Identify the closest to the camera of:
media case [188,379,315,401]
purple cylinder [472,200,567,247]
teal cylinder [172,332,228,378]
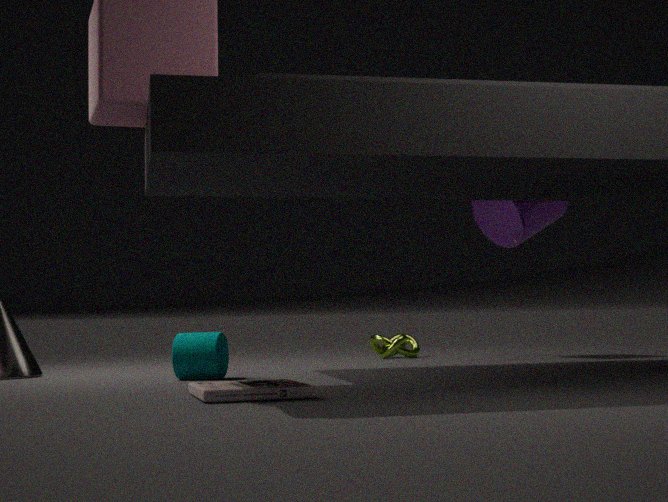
media case [188,379,315,401]
